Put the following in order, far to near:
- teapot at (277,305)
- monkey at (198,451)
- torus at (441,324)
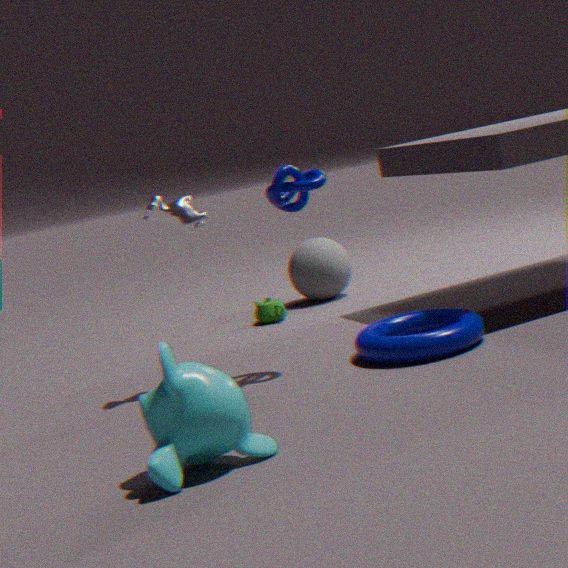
teapot at (277,305), torus at (441,324), monkey at (198,451)
